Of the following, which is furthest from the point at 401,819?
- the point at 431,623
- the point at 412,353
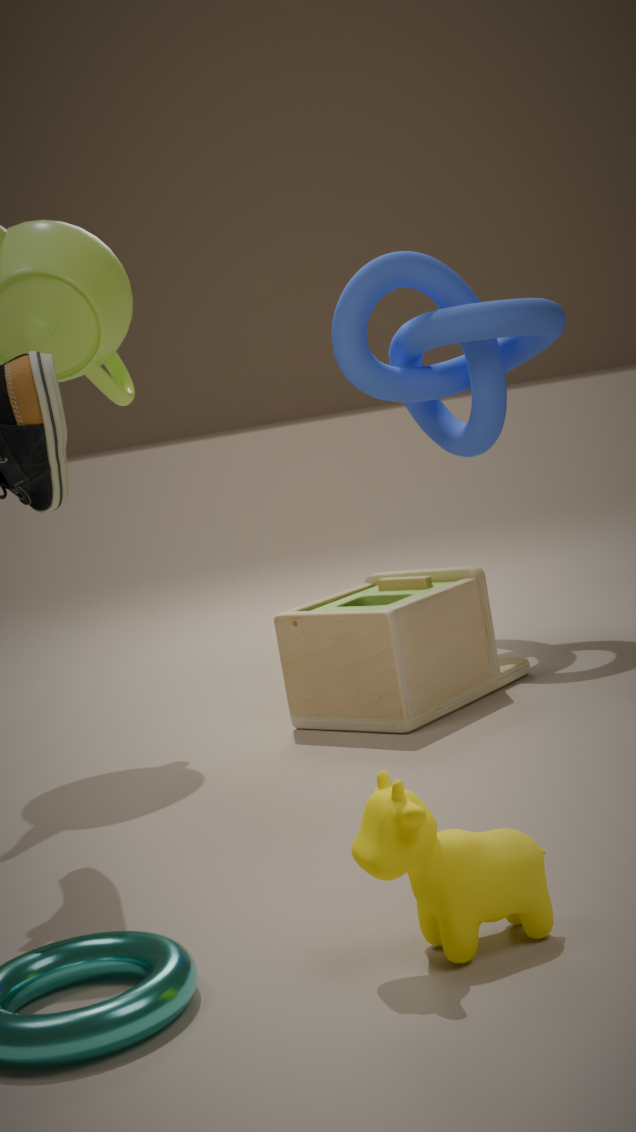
the point at 412,353
